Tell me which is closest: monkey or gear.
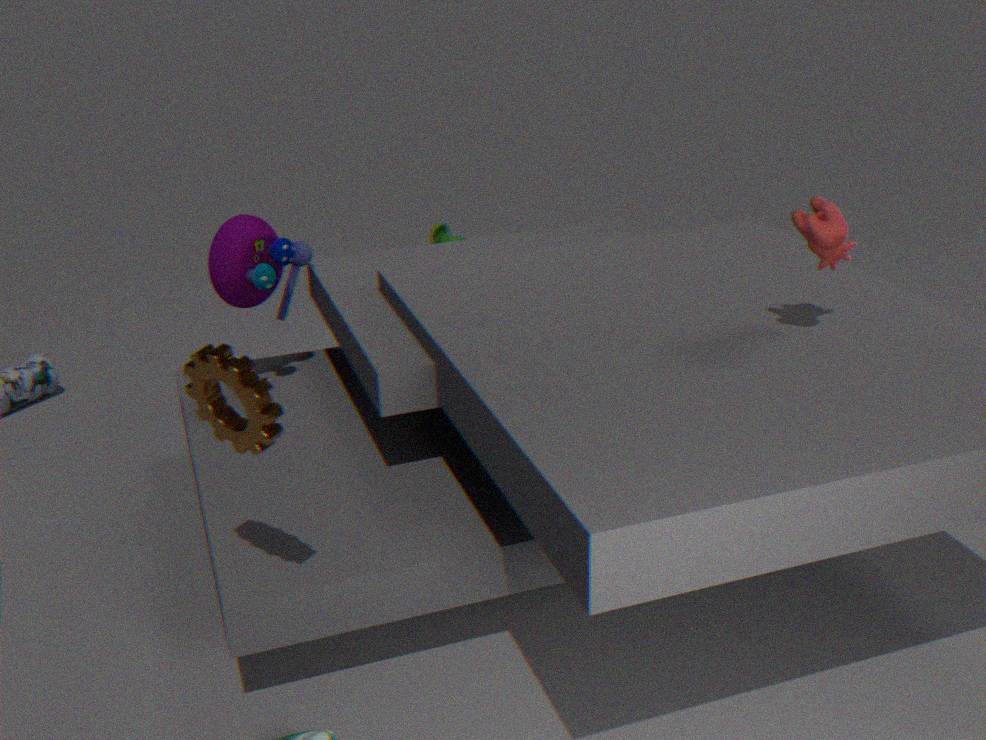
gear
